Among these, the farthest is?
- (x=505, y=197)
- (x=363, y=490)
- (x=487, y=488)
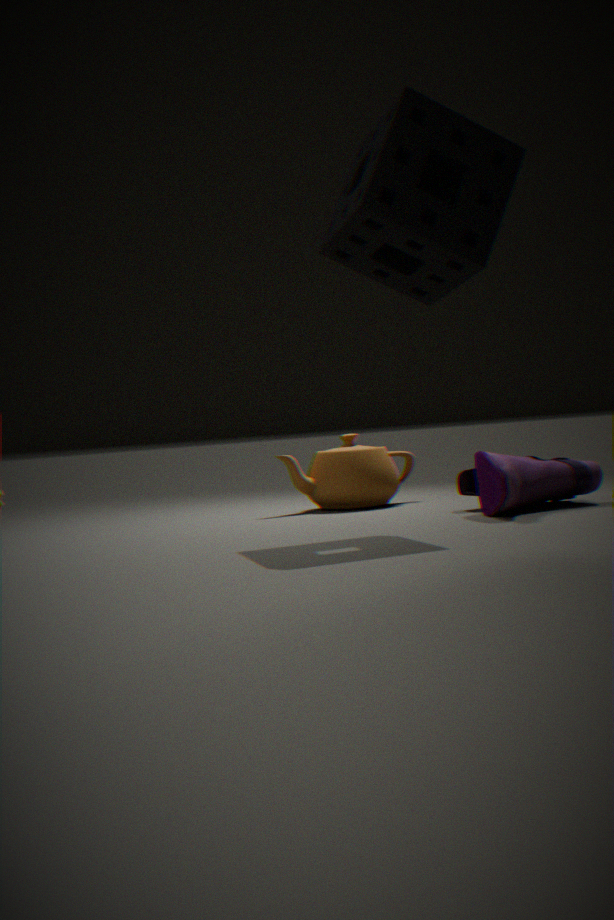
(x=363, y=490)
